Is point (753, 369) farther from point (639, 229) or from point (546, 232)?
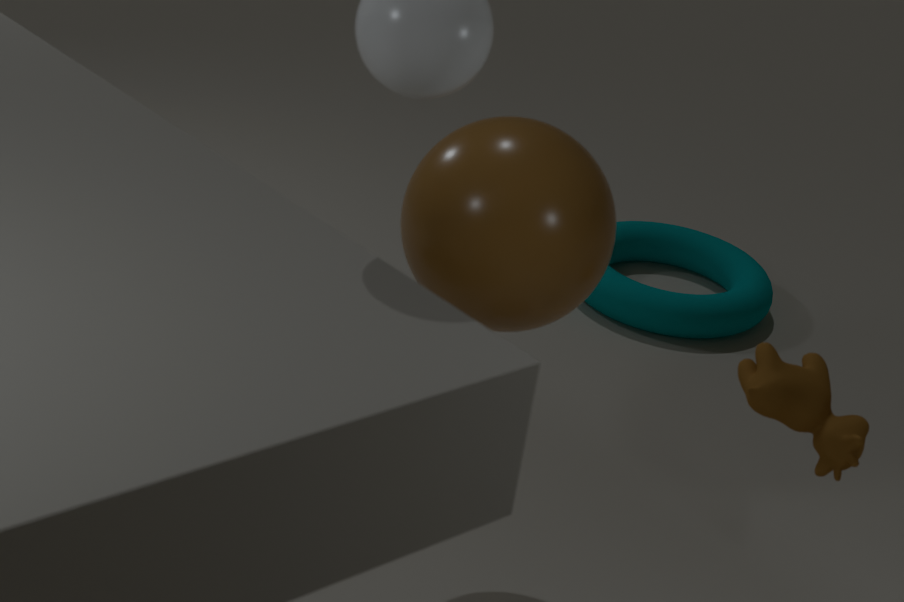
point (639, 229)
